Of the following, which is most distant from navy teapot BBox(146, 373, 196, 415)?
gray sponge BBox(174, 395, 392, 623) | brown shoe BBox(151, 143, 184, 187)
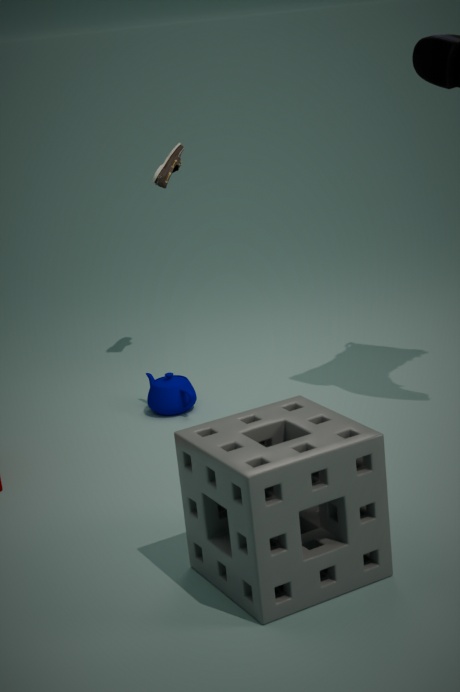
gray sponge BBox(174, 395, 392, 623)
